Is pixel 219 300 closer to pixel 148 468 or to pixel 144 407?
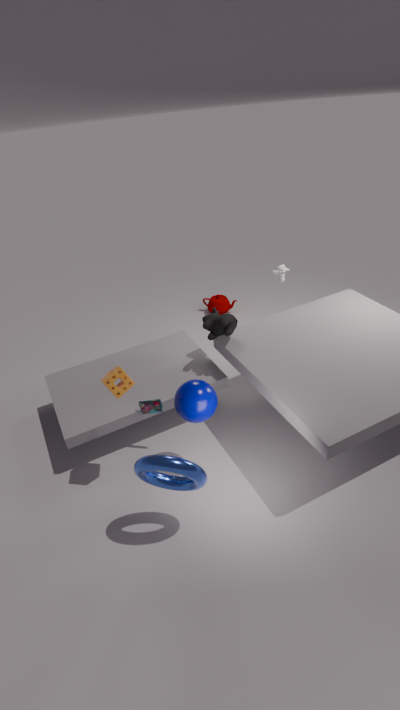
pixel 144 407
